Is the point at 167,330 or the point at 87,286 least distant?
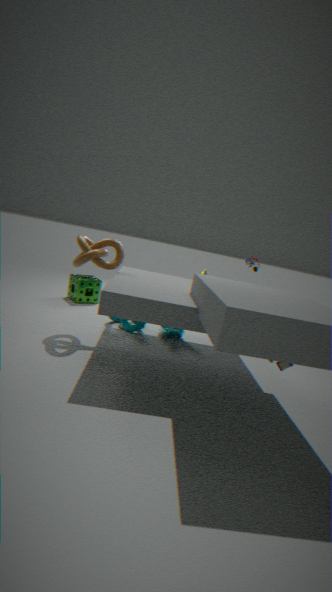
the point at 167,330
